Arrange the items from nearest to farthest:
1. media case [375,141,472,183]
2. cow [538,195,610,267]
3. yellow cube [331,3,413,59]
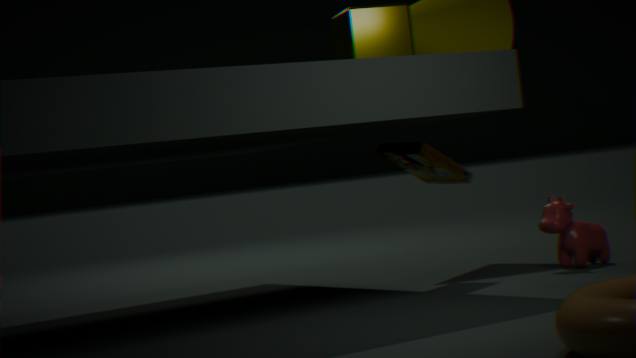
1. yellow cube [331,3,413,59]
2. media case [375,141,472,183]
3. cow [538,195,610,267]
